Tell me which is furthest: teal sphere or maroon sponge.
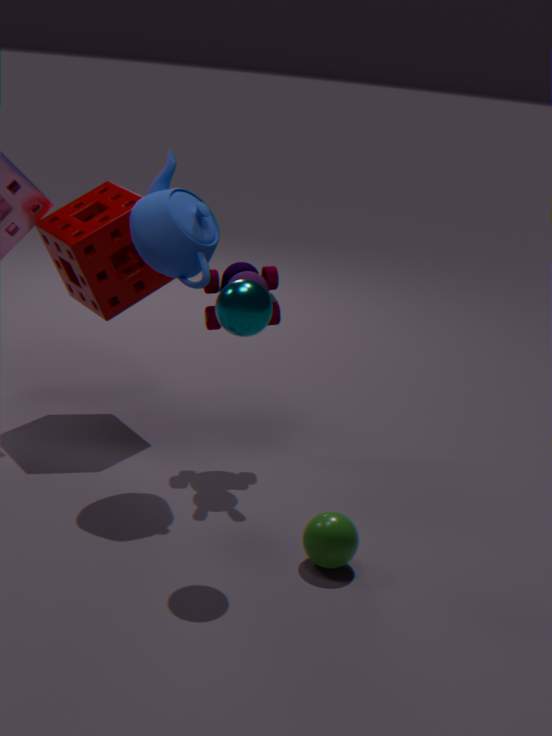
maroon sponge
